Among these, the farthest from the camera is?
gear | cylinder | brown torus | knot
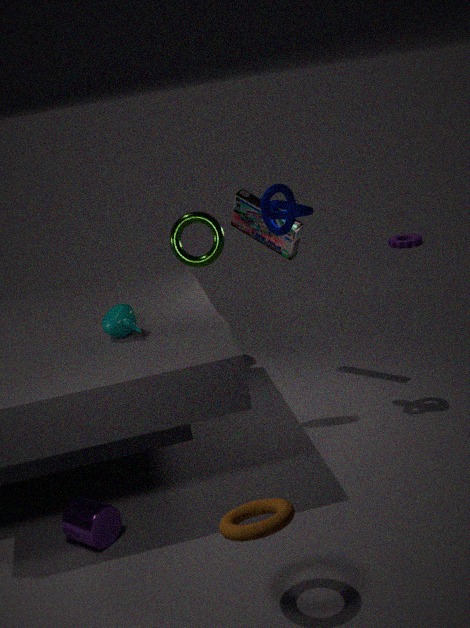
gear
